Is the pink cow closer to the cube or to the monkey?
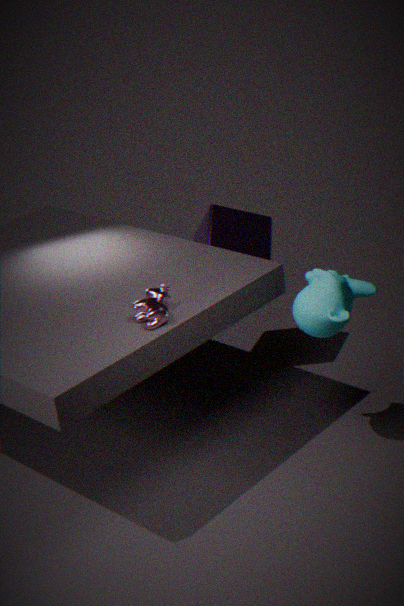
the monkey
